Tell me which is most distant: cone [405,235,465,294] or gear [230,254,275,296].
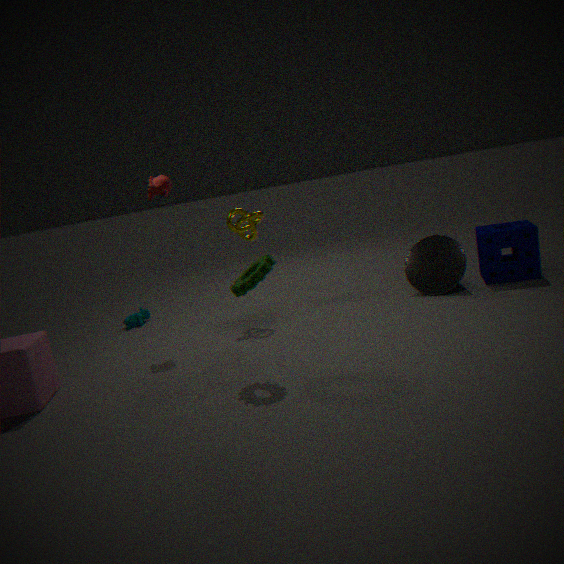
cone [405,235,465,294]
